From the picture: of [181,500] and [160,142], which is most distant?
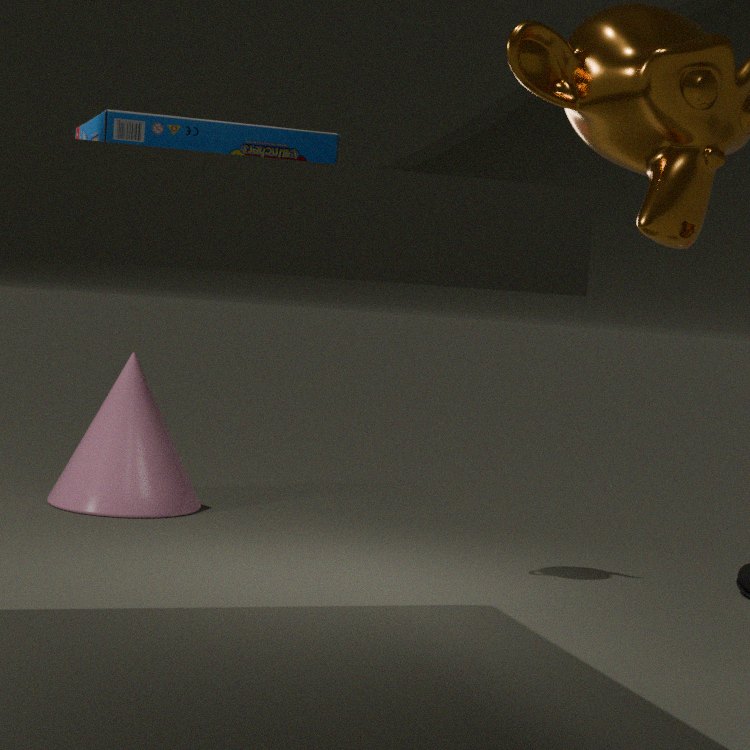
[181,500]
